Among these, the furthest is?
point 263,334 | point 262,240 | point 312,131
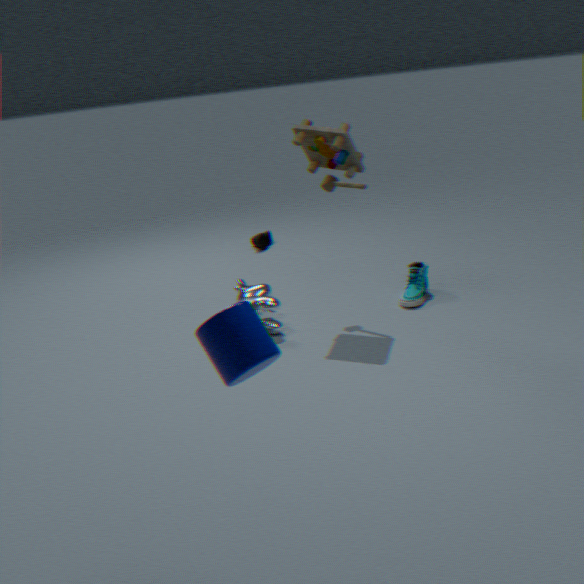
point 262,240
